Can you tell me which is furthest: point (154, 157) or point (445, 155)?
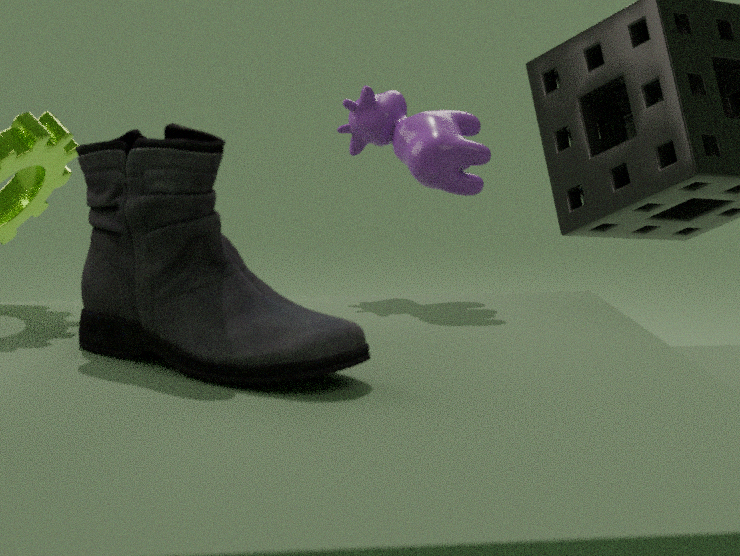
point (445, 155)
